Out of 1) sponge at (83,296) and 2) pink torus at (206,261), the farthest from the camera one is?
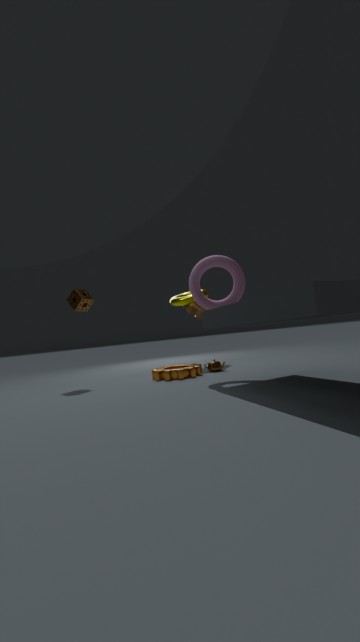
1. sponge at (83,296)
